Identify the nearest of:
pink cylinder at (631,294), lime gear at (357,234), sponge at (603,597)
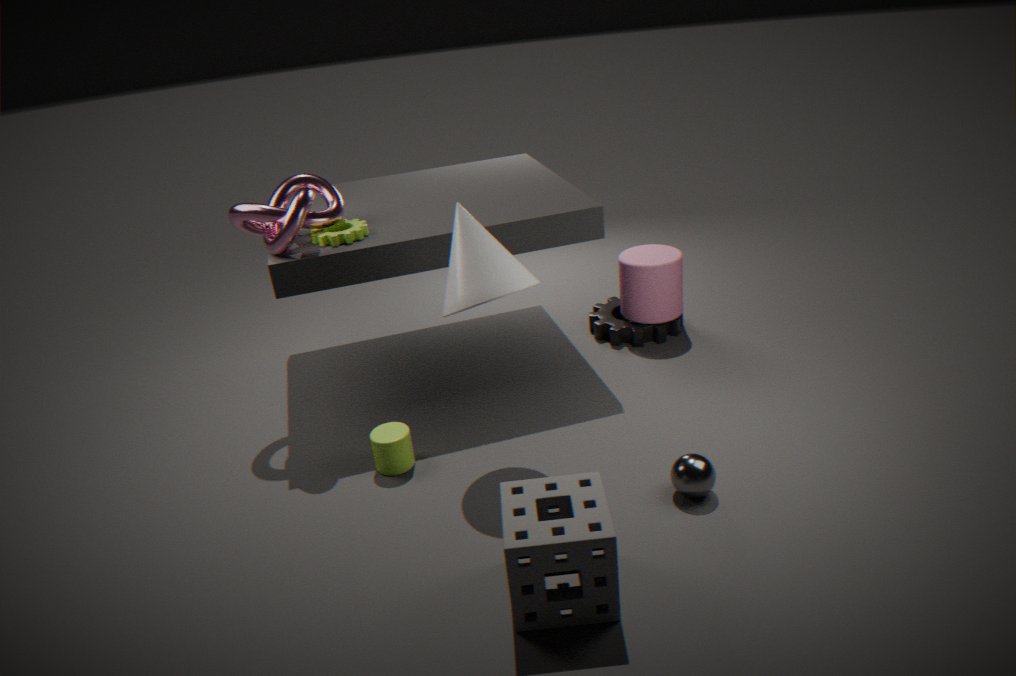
sponge at (603,597)
